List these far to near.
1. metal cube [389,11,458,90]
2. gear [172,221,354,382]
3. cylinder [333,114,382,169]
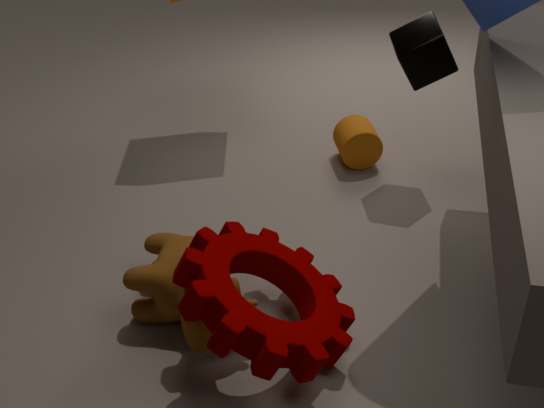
cylinder [333,114,382,169] → metal cube [389,11,458,90] → gear [172,221,354,382]
